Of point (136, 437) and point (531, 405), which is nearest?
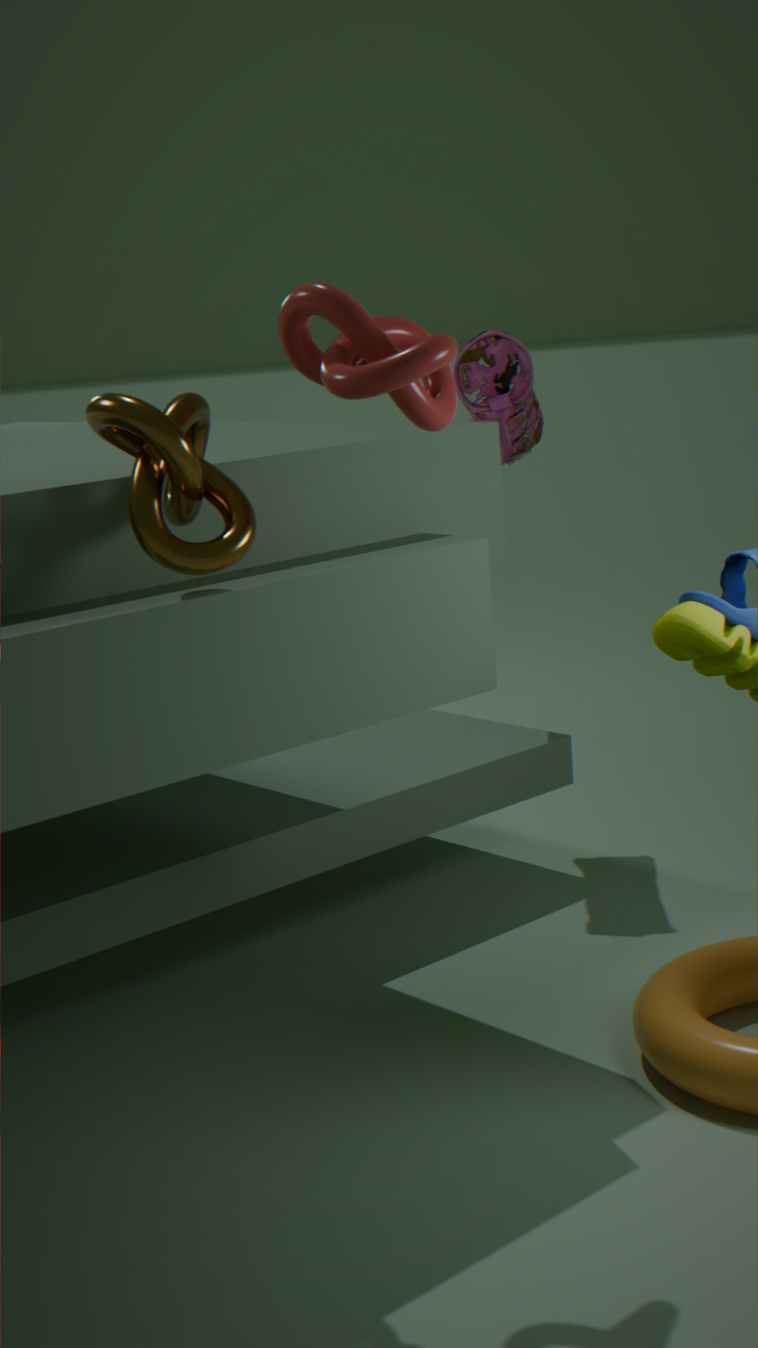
point (136, 437)
